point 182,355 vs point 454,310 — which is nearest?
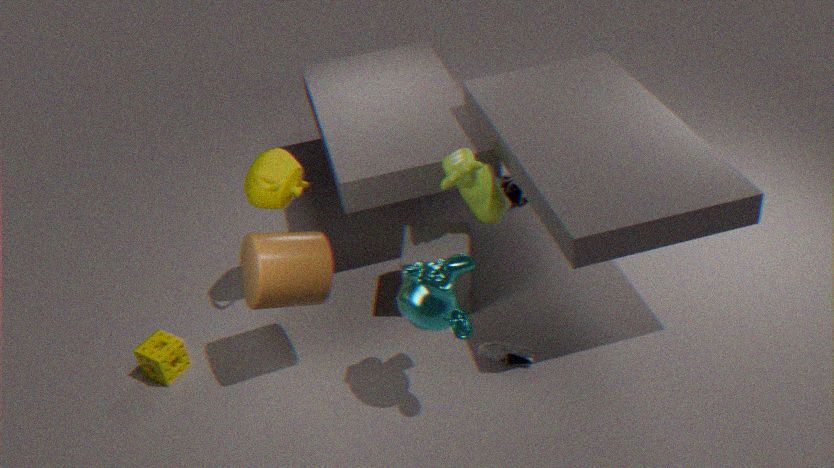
point 454,310
